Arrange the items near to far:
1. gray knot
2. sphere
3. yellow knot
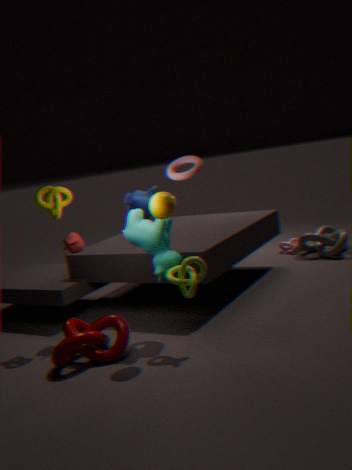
sphere, yellow knot, gray knot
